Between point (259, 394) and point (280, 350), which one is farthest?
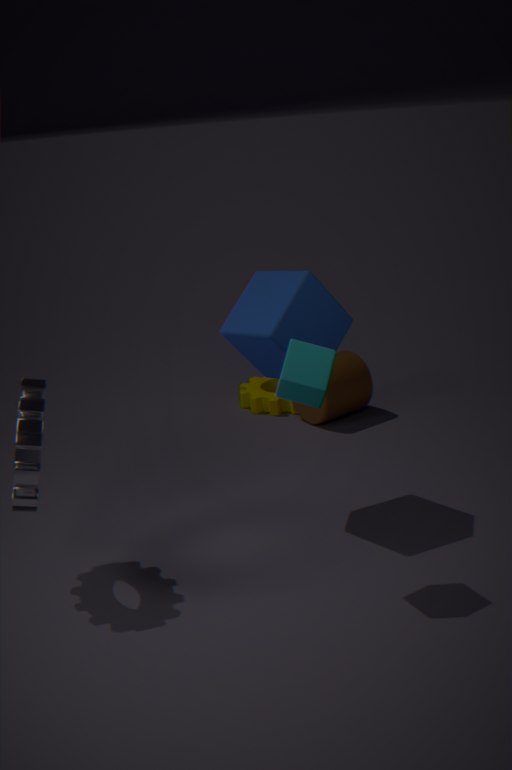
point (259, 394)
